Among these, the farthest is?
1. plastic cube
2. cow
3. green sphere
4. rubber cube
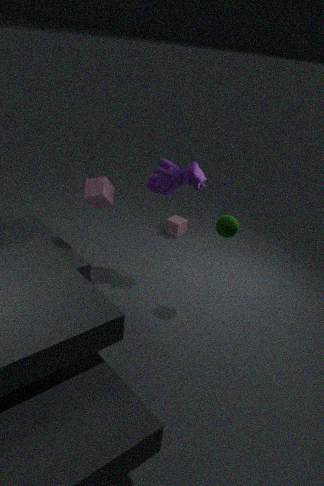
rubber cube
